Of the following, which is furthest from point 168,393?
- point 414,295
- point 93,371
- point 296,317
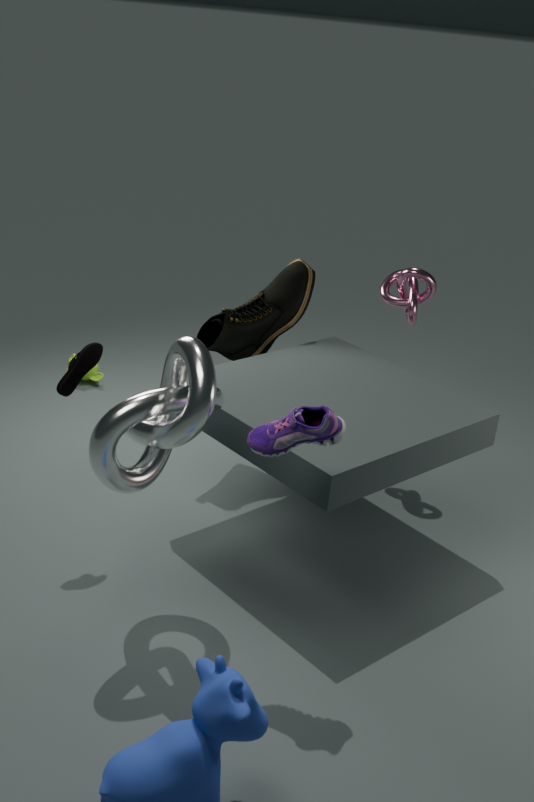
point 93,371
